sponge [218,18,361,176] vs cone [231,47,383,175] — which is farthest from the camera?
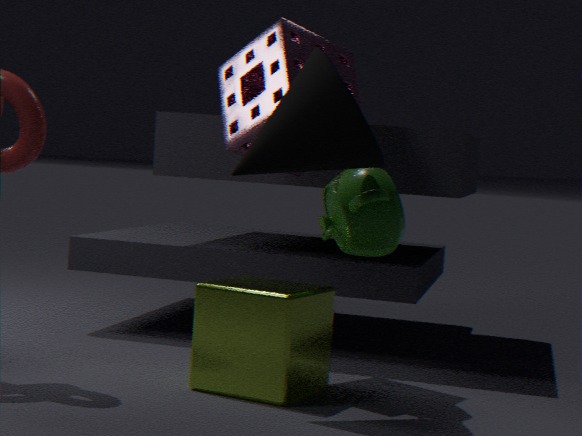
sponge [218,18,361,176]
